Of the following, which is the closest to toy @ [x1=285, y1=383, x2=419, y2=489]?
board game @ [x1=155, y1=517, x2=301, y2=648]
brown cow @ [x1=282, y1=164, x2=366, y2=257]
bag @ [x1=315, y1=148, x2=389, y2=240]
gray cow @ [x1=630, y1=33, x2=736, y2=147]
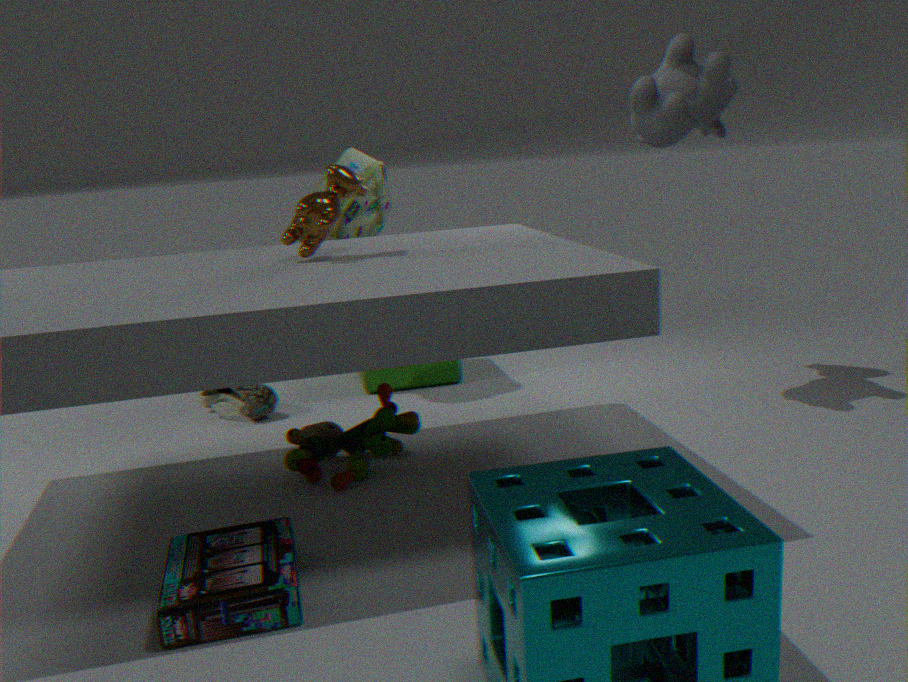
board game @ [x1=155, y1=517, x2=301, y2=648]
